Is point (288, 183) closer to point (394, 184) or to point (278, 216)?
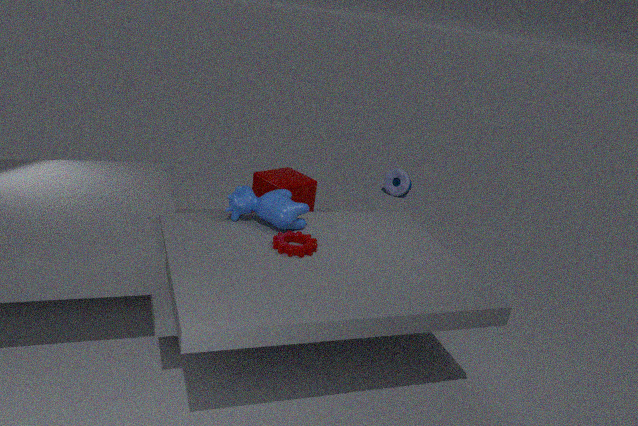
point (278, 216)
